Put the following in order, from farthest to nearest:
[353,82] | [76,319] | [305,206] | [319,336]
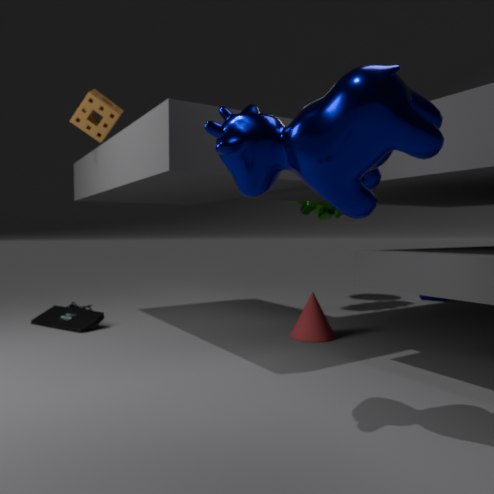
[305,206], [76,319], [319,336], [353,82]
